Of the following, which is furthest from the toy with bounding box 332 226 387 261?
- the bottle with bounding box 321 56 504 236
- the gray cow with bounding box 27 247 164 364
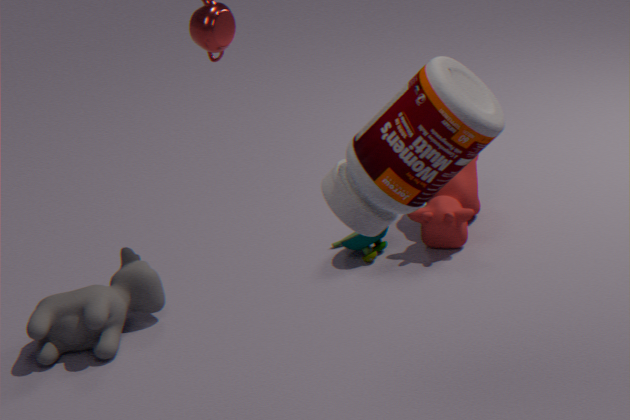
the bottle with bounding box 321 56 504 236
